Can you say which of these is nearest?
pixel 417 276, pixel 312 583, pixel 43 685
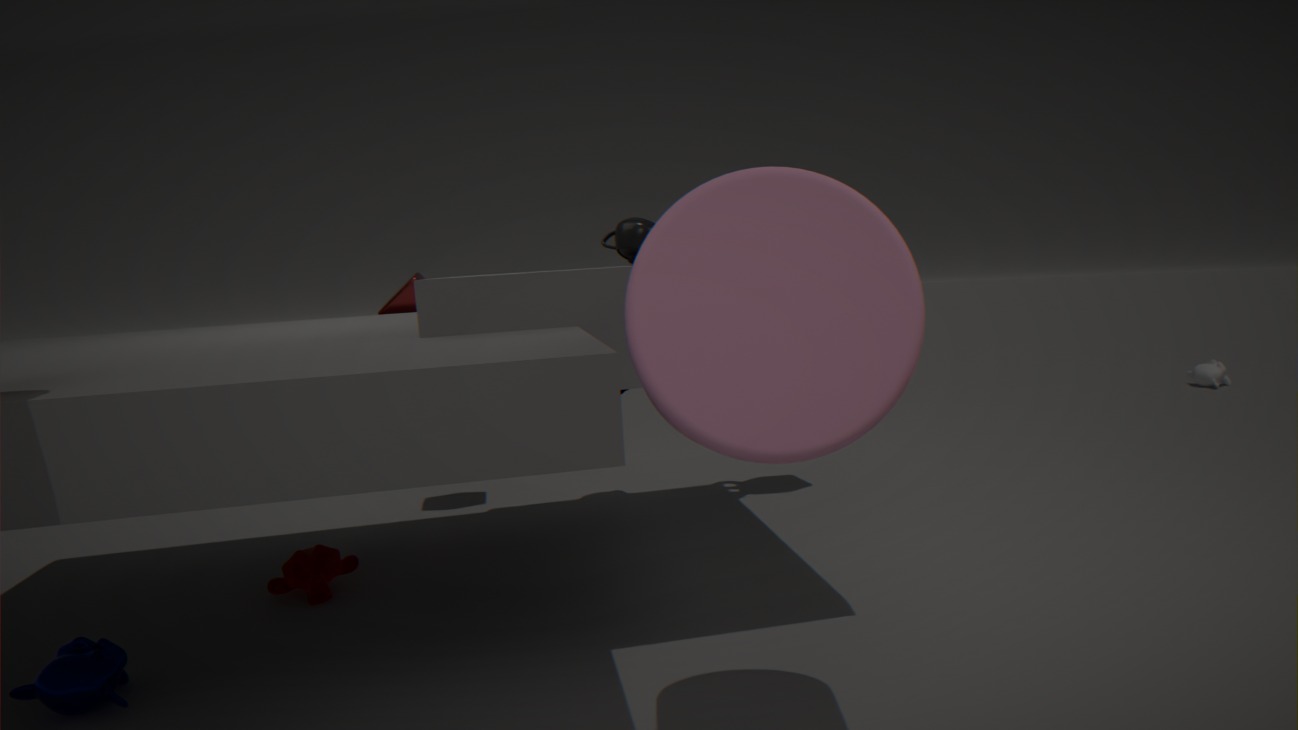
pixel 43 685
